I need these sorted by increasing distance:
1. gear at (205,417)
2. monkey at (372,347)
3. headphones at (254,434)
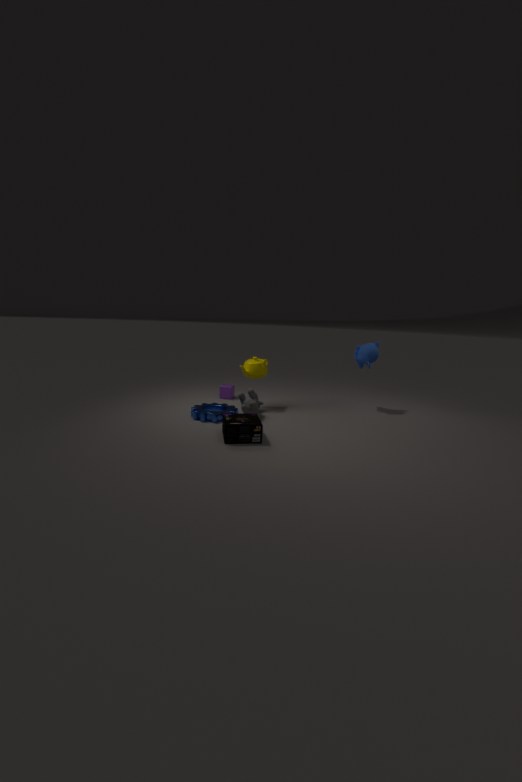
headphones at (254,434) < gear at (205,417) < monkey at (372,347)
